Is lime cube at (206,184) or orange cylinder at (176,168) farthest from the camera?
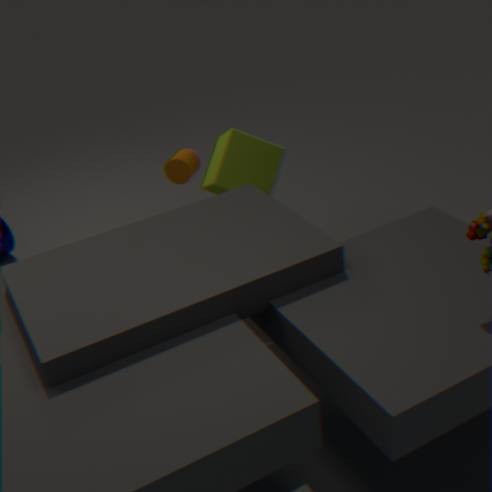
orange cylinder at (176,168)
